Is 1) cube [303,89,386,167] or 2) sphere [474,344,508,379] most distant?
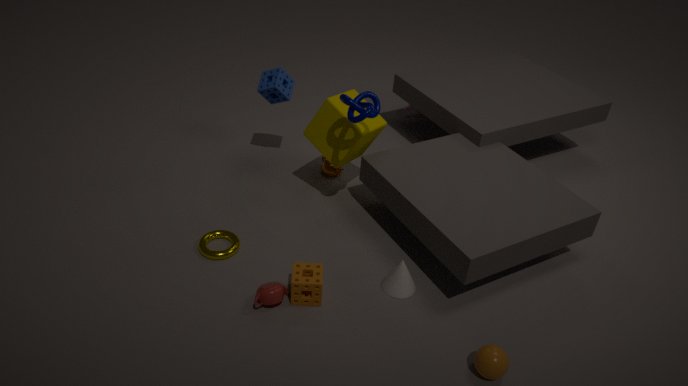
1. cube [303,89,386,167]
